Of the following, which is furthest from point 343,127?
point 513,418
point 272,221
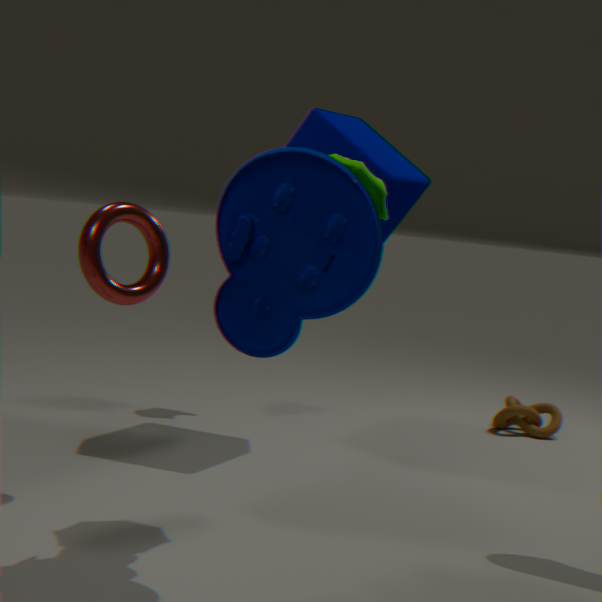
point 513,418
